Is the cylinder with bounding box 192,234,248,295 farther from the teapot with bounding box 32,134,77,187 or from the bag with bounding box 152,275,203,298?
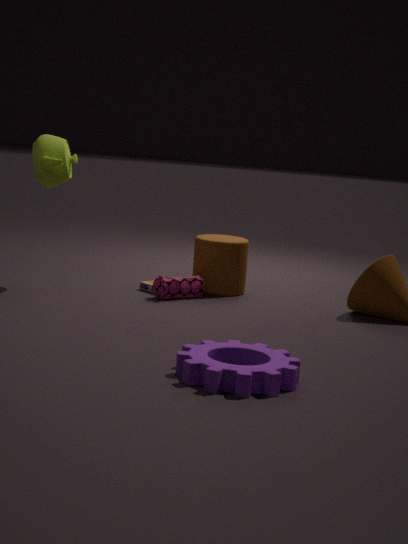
the teapot with bounding box 32,134,77,187
